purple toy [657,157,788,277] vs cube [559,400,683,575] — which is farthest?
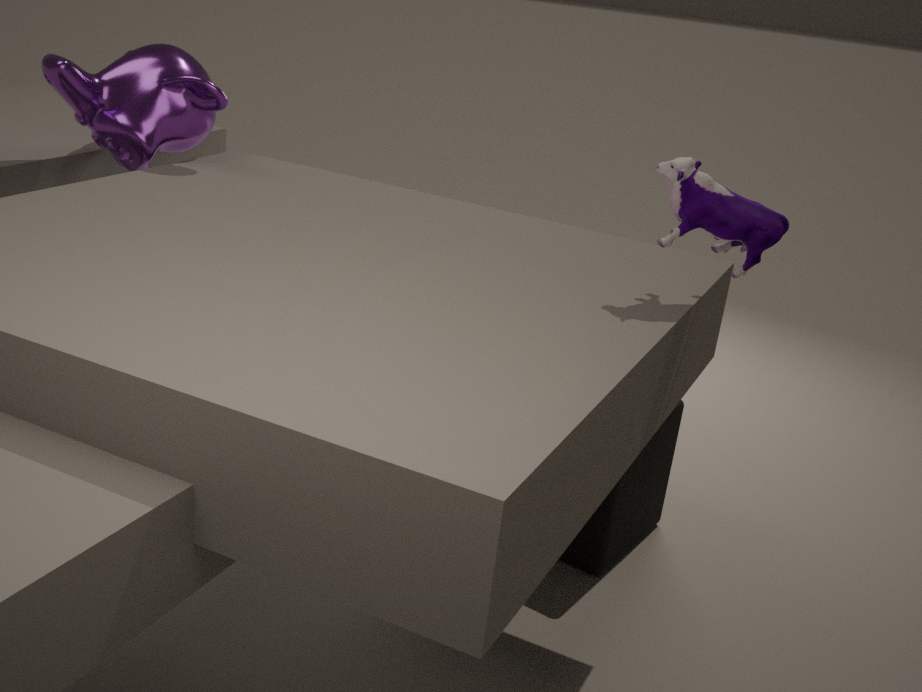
cube [559,400,683,575]
